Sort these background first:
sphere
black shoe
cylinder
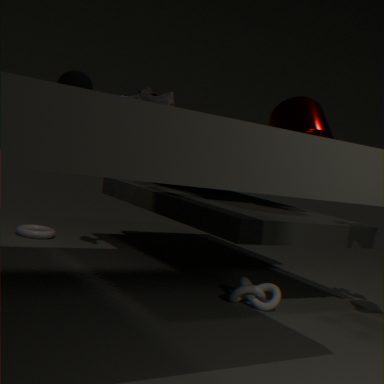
cylinder → sphere → black shoe
